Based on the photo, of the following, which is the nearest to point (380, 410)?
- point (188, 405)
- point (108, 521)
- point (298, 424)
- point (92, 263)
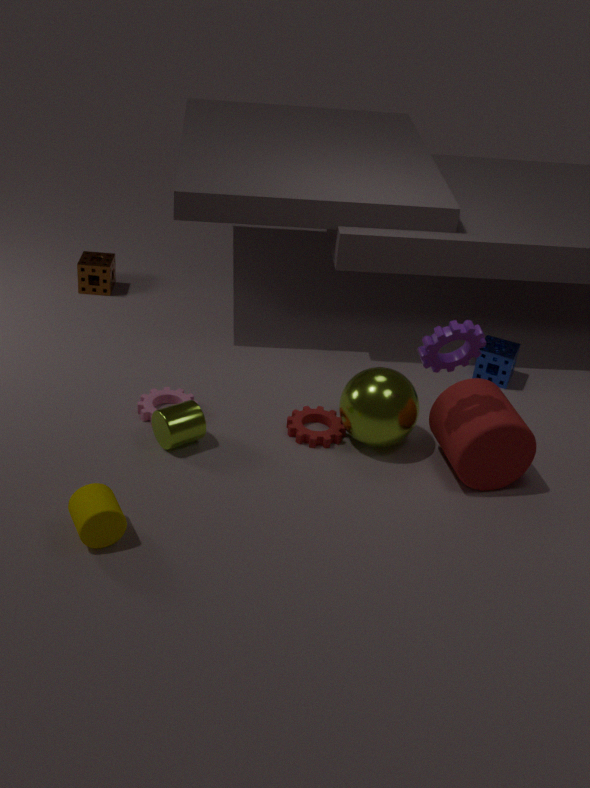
point (298, 424)
